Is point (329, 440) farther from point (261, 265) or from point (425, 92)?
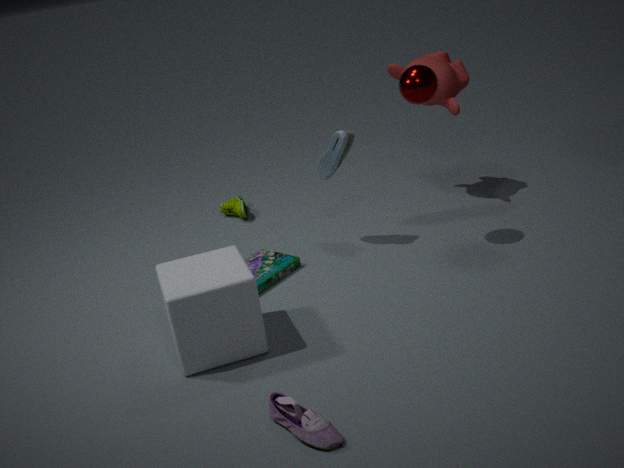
point (425, 92)
